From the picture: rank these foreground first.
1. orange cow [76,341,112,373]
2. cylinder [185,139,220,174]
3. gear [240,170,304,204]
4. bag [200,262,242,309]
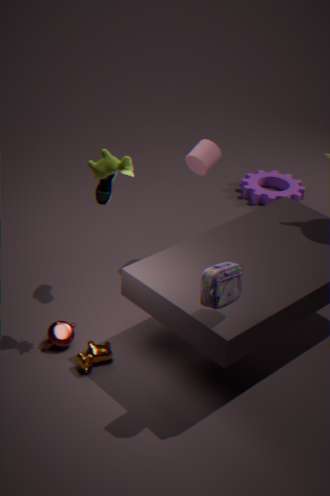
1. bag [200,262,242,309]
2. orange cow [76,341,112,373]
3. cylinder [185,139,220,174]
4. gear [240,170,304,204]
